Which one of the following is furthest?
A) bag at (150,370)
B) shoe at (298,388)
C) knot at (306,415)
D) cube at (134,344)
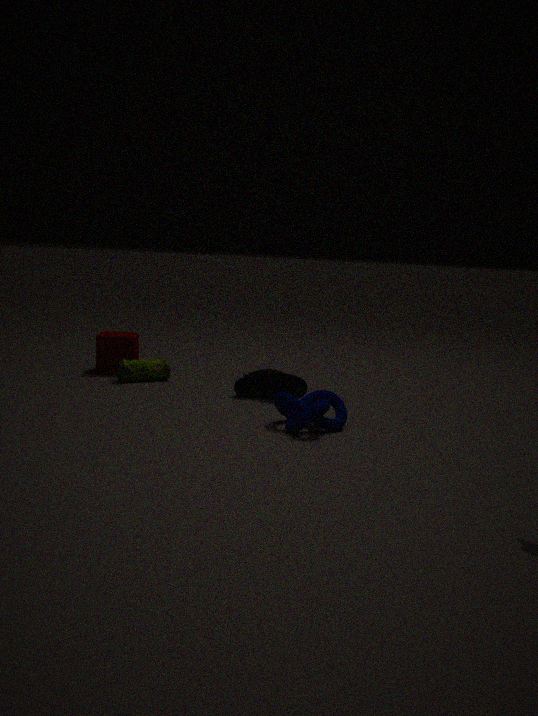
cube at (134,344)
